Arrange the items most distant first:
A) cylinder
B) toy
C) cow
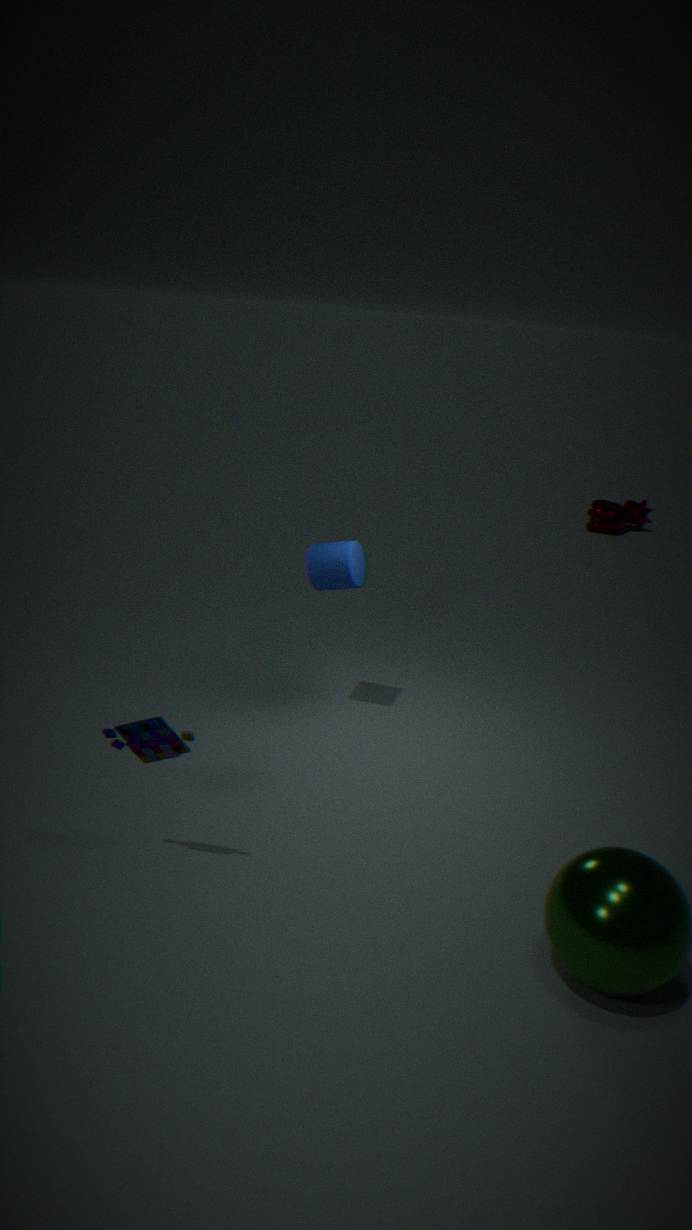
cow
cylinder
toy
